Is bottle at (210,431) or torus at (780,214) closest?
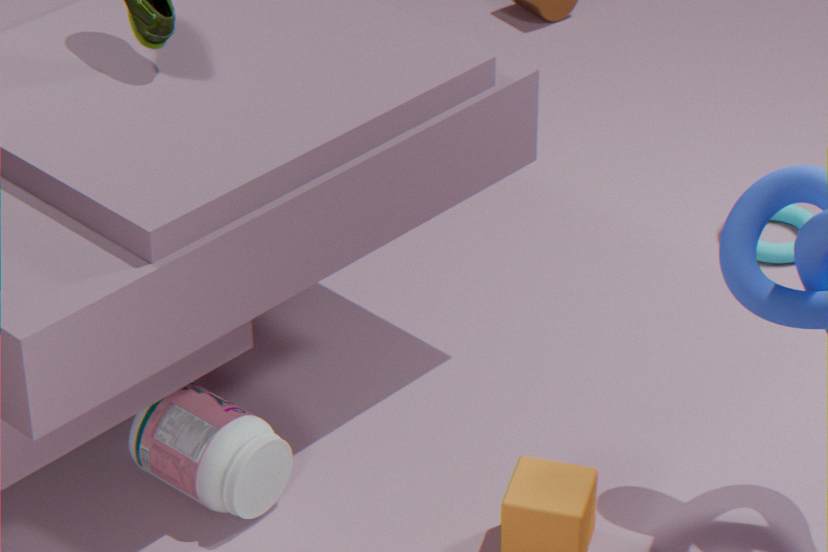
bottle at (210,431)
